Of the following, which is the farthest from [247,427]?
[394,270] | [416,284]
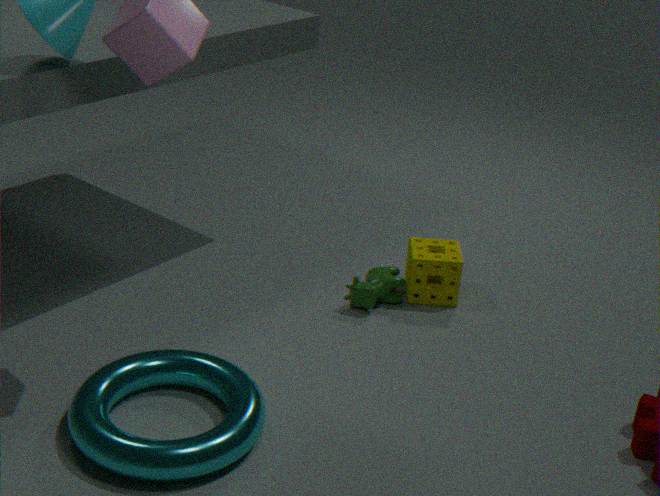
[416,284]
